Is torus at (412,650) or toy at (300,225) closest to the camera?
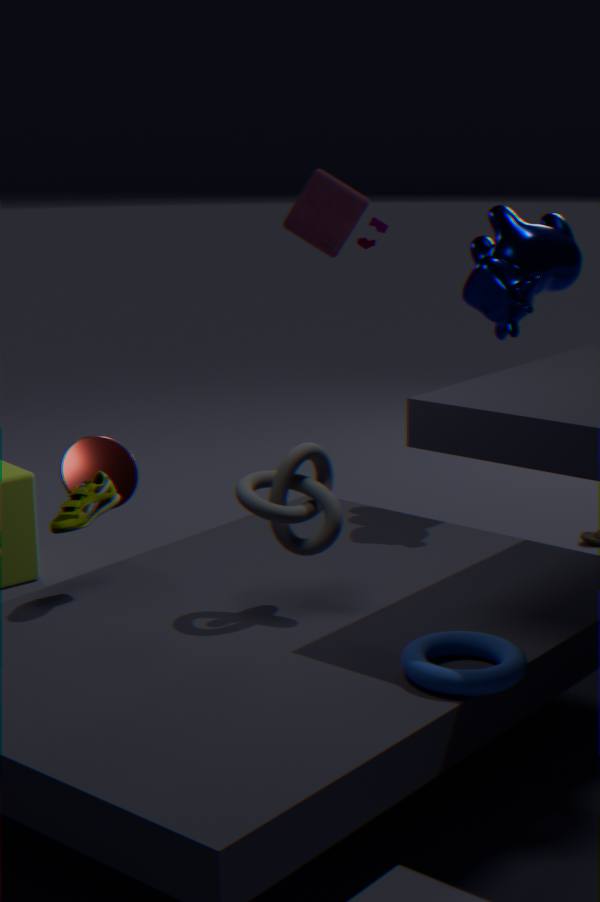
torus at (412,650)
